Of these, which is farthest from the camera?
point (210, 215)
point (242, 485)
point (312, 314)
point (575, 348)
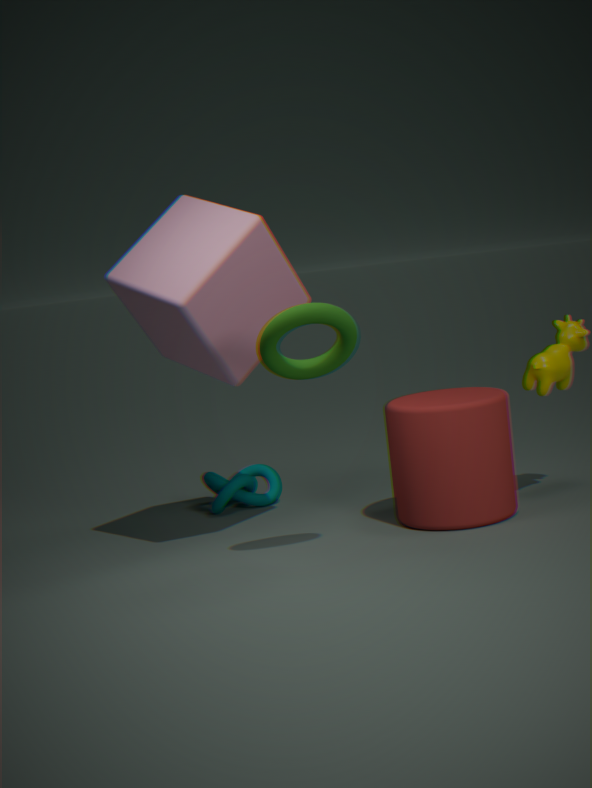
point (242, 485)
